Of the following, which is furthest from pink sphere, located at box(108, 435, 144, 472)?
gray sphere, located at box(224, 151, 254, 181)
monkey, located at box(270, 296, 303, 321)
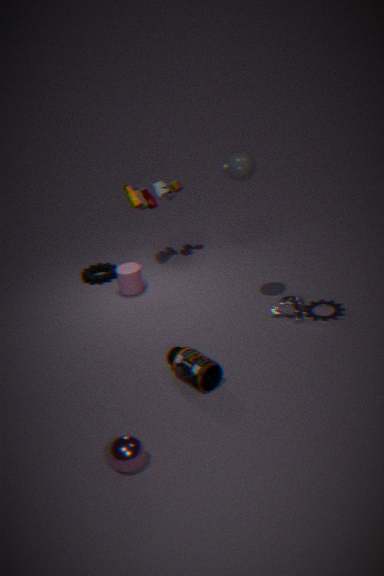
gray sphere, located at box(224, 151, 254, 181)
